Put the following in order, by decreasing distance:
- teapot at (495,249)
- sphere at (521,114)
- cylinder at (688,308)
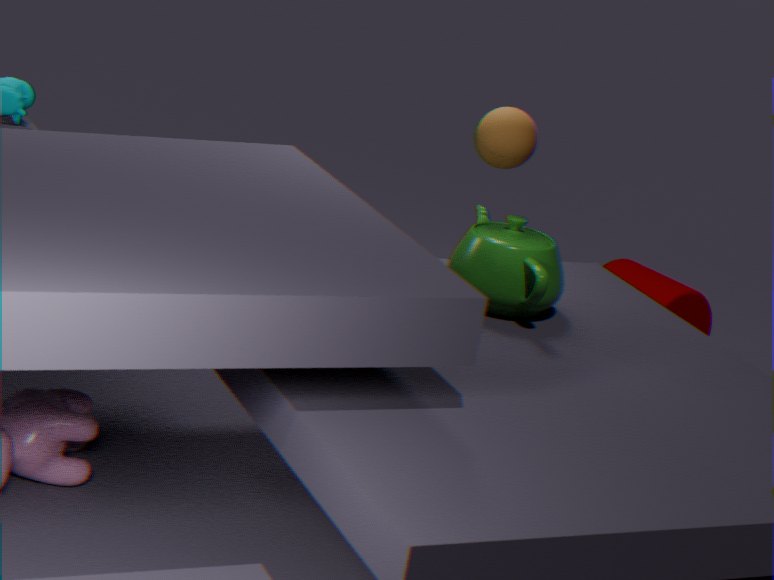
1. cylinder at (688,308)
2. sphere at (521,114)
3. teapot at (495,249)
